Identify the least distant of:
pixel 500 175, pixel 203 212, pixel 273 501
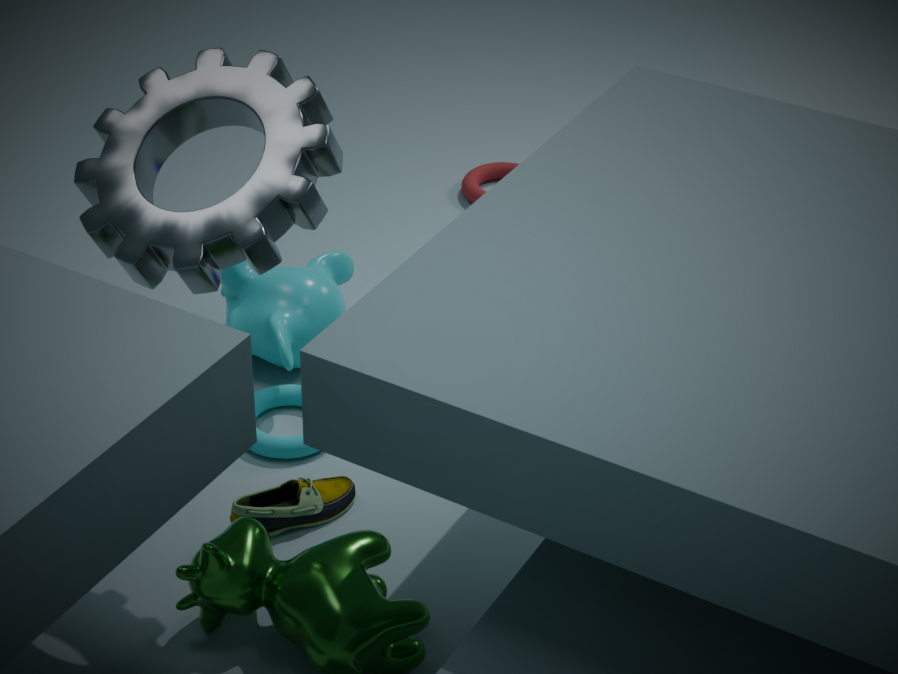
pixel 203 212
